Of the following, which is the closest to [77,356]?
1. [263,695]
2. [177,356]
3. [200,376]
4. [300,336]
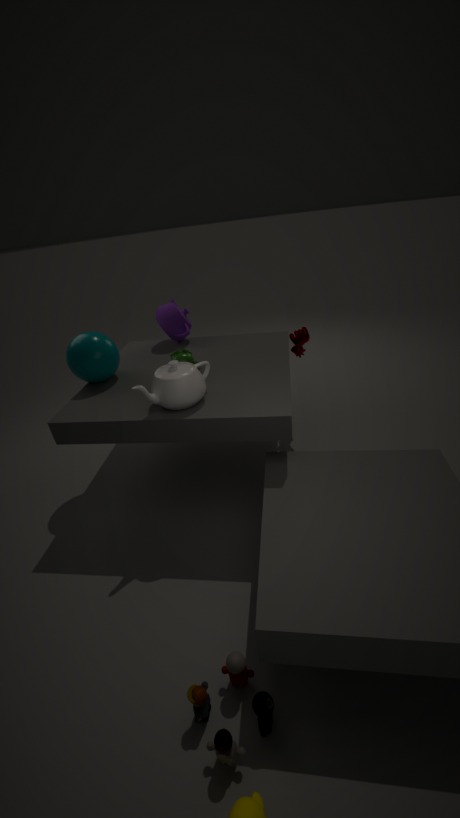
[177,356]
